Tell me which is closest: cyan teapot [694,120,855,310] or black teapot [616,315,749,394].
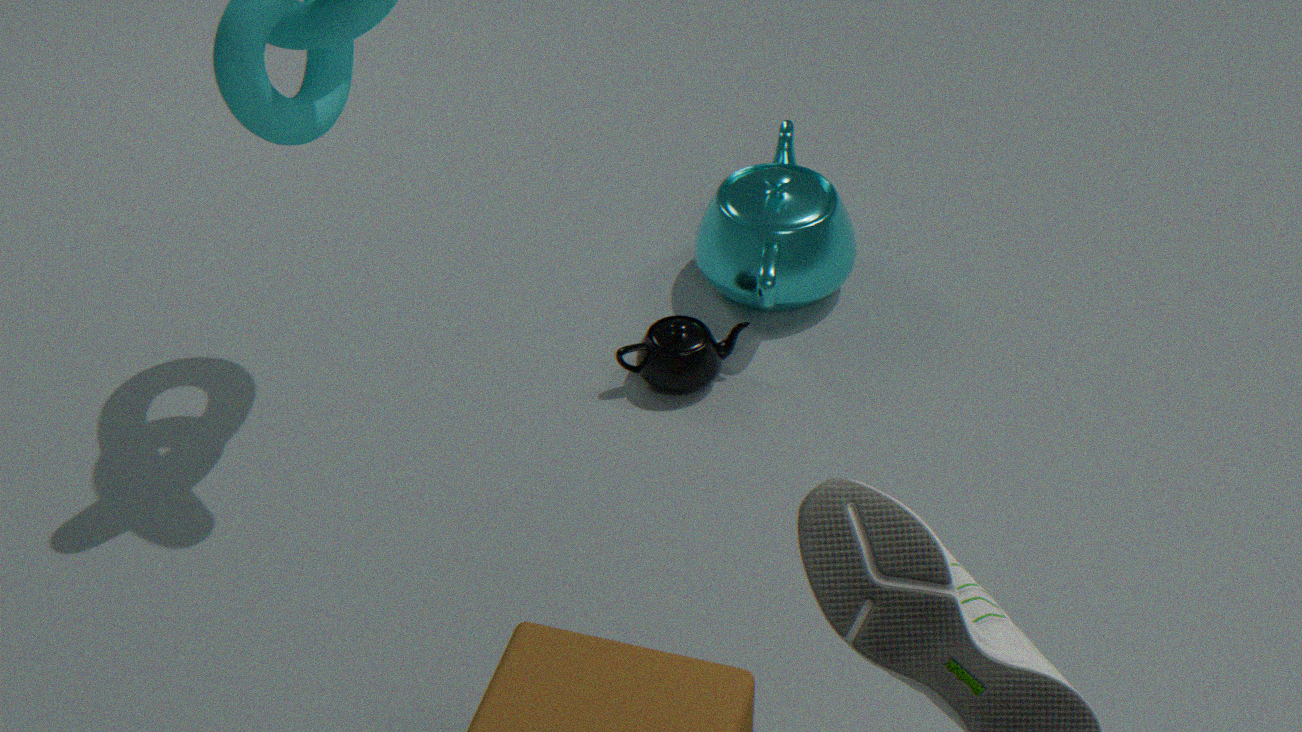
black teapot [616,315,749,394]
